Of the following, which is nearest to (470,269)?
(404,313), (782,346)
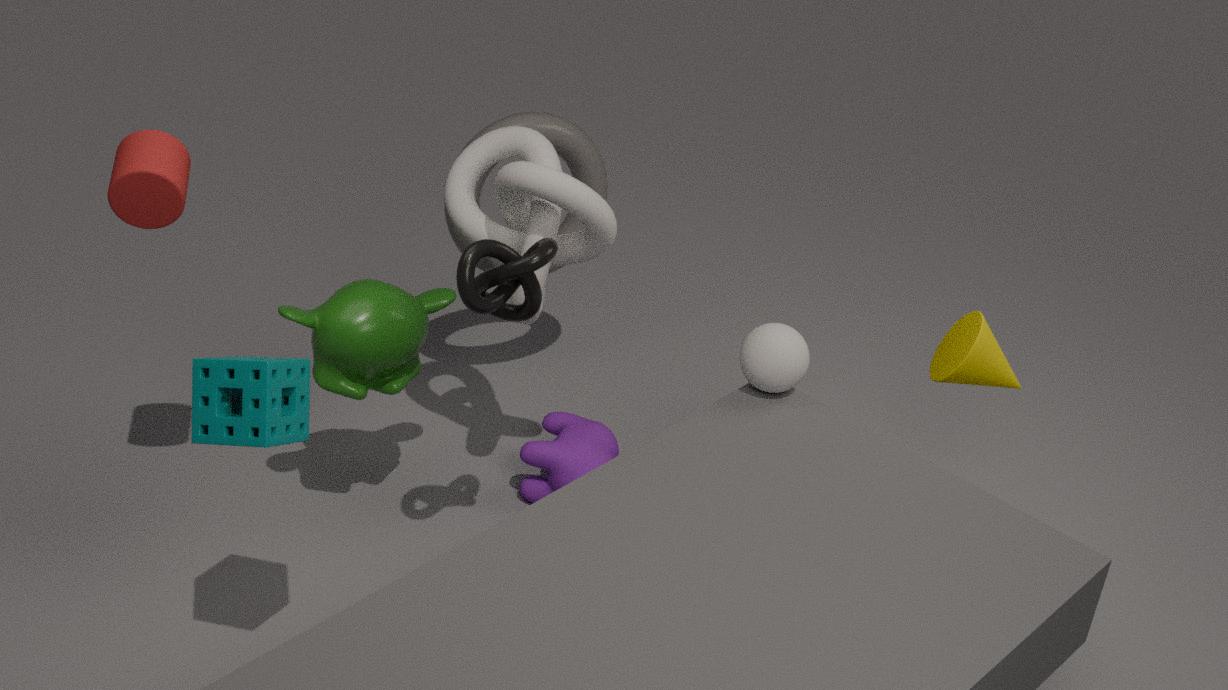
(404,313)
